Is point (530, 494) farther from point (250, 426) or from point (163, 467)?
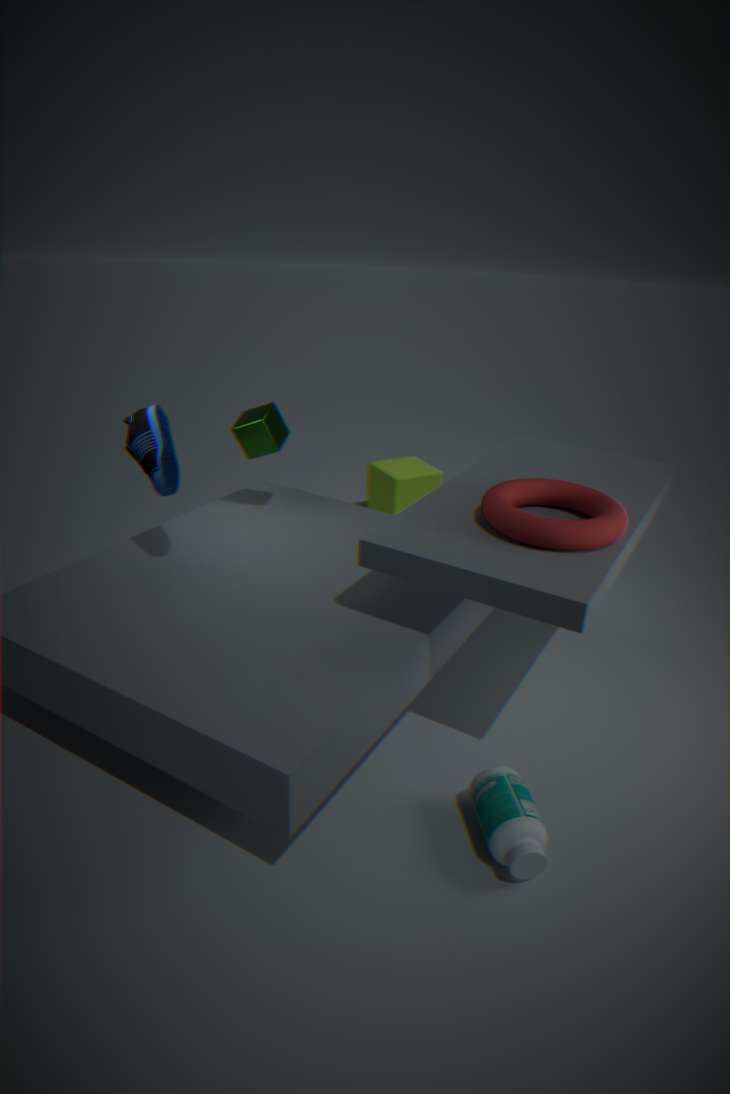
point (163, 467)
